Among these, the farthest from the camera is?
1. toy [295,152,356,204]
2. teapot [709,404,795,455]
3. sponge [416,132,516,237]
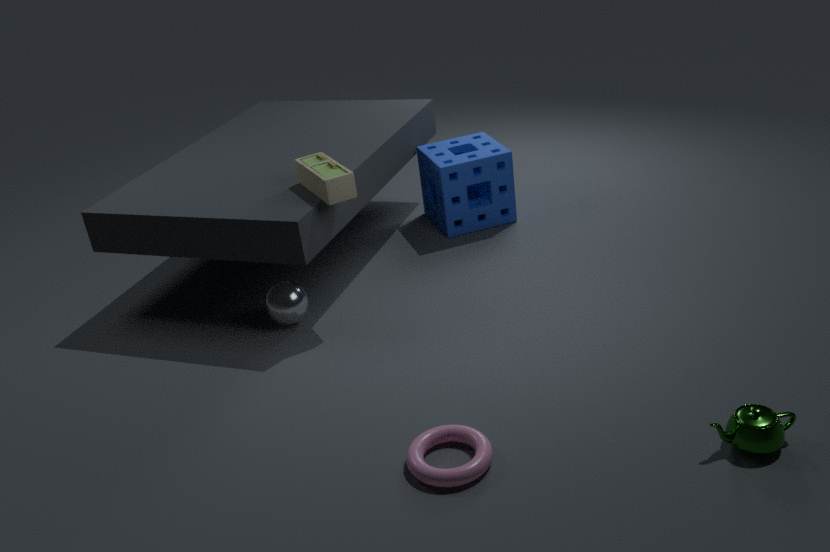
sponge [416,132,516,237]
